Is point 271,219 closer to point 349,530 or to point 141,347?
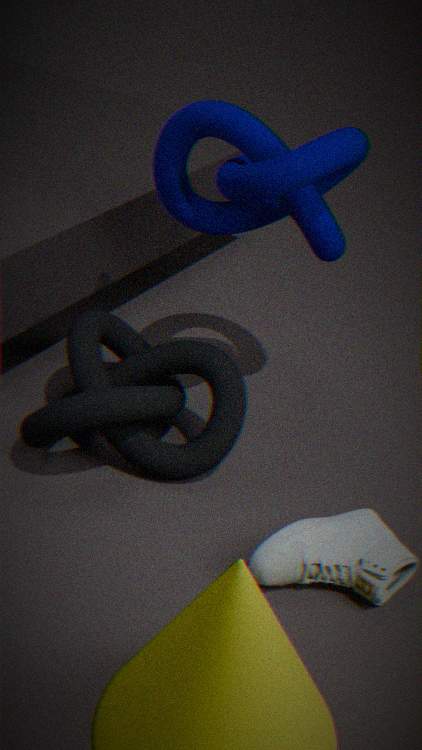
point 141,347
